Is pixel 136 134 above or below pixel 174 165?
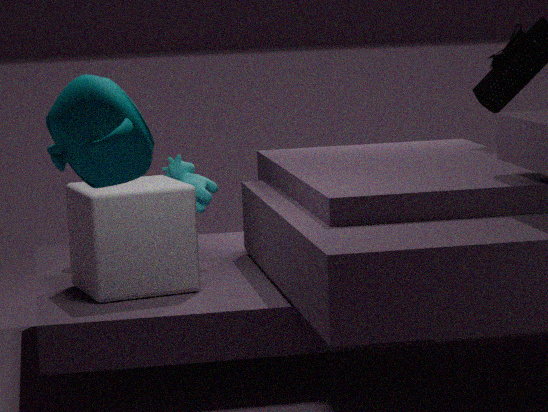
above
